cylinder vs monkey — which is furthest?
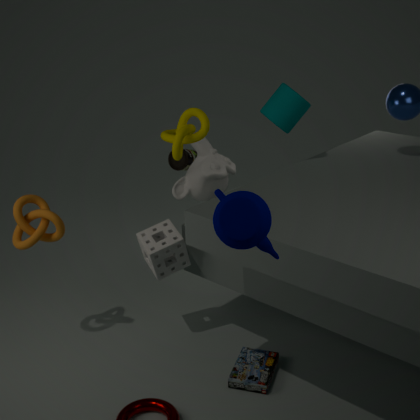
monkey
